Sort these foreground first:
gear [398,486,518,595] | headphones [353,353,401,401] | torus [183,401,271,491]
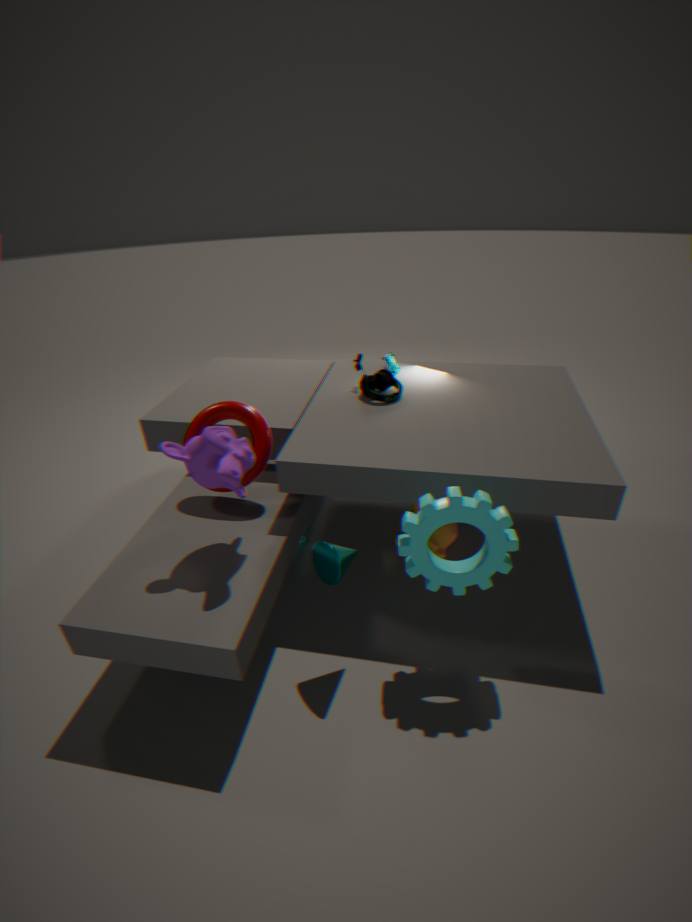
gear [398,486,518,595] → torus [183,401,271,491] → headphones [353,353,401,401]
